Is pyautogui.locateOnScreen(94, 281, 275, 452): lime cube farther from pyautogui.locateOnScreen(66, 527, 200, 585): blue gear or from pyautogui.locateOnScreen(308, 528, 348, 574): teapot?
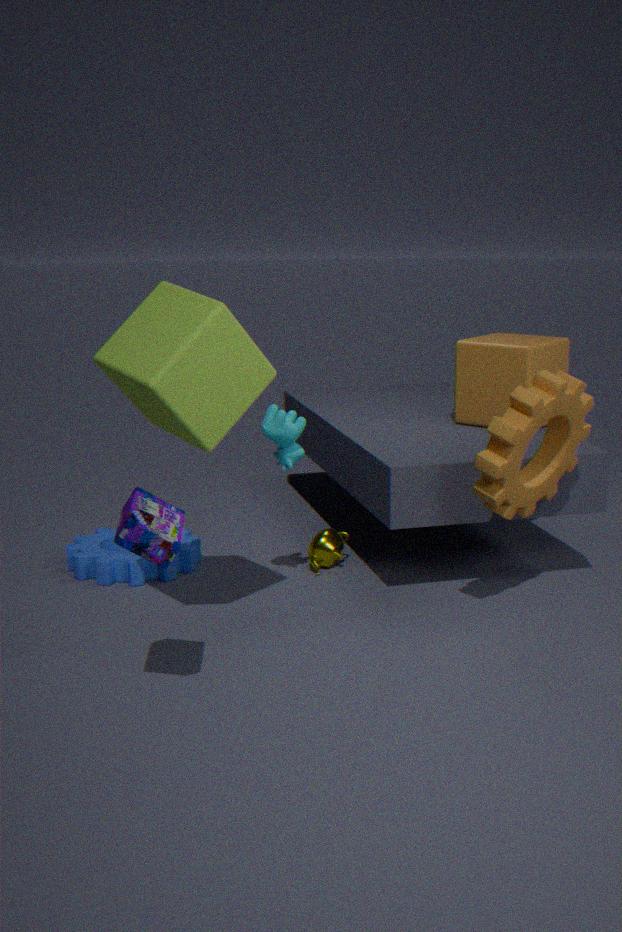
pyautogui.locateOnScreen(308, 528, 348, 574): teapot
